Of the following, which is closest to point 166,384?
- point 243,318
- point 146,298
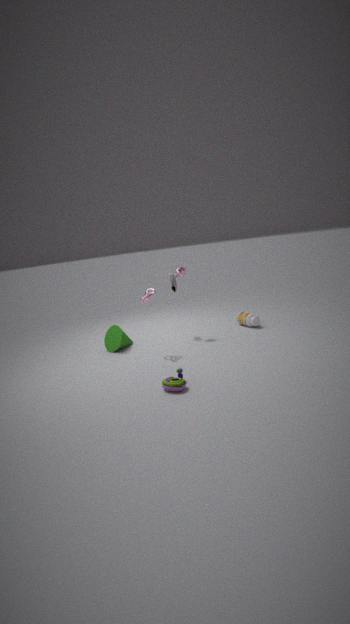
point 146,298
